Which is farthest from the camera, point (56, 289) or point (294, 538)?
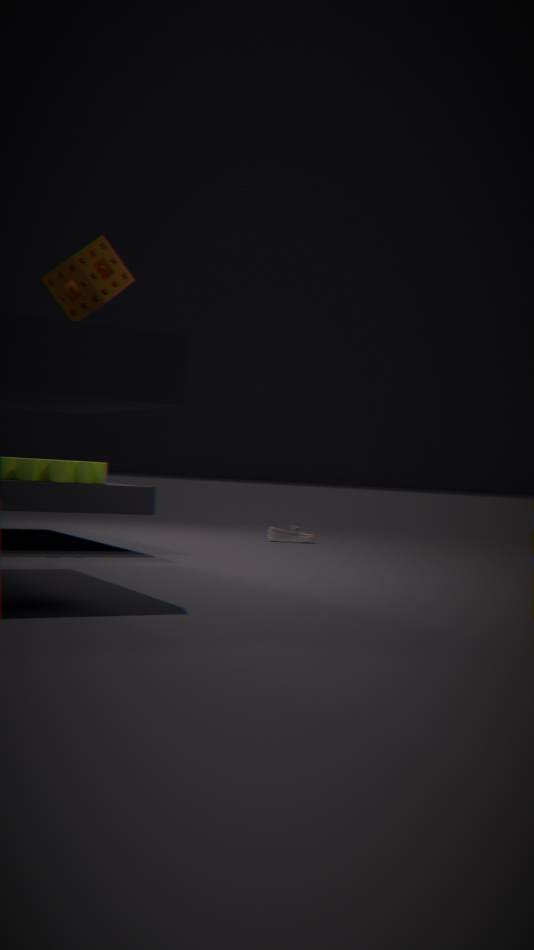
point (294, 538)
